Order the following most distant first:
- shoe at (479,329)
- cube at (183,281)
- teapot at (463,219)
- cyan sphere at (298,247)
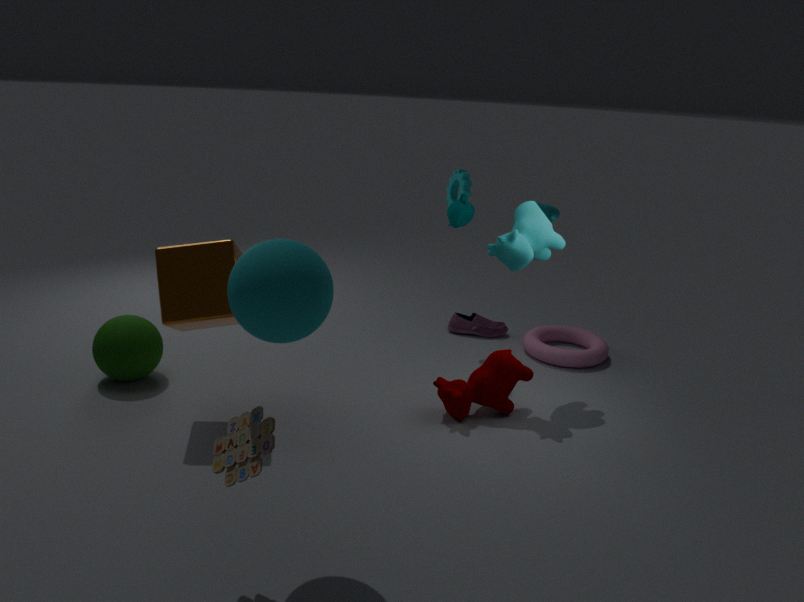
shoe at (479,329), teapot at (463,219), cube at (183,281), cyan sphere at (298,247)
